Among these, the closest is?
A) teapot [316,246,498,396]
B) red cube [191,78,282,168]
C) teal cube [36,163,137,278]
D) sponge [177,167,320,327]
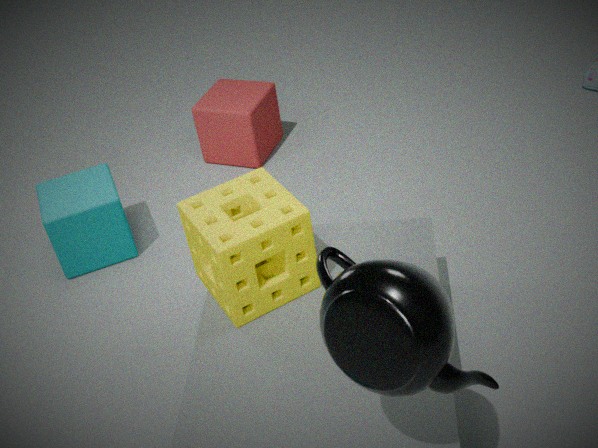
teapot [316,246,498,396]
